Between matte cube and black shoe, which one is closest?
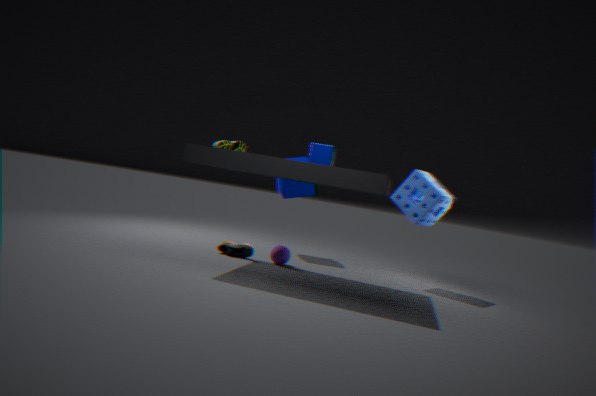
black shoe
